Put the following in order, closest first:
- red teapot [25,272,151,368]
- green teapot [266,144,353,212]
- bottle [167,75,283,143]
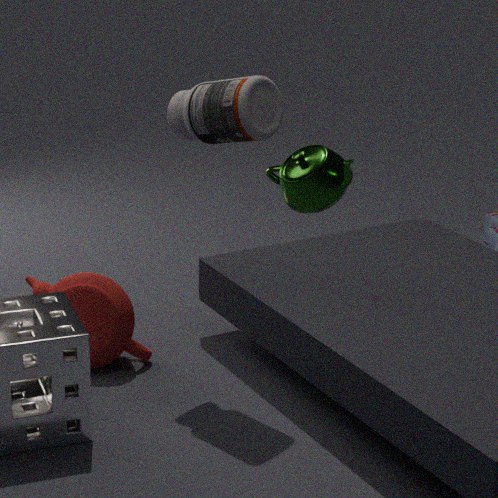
green teapot [266,144,353,212]
bottle [167,75,283,143]
red teapot [25,272,151,368]
